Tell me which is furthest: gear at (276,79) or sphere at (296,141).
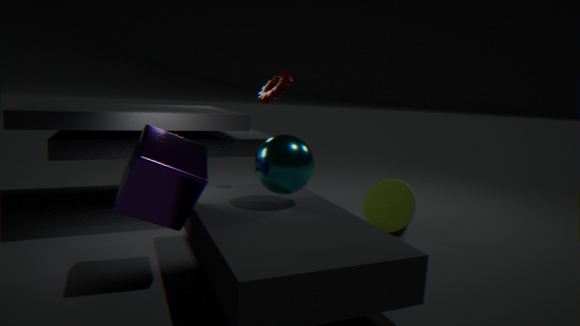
gear at (276,79)
